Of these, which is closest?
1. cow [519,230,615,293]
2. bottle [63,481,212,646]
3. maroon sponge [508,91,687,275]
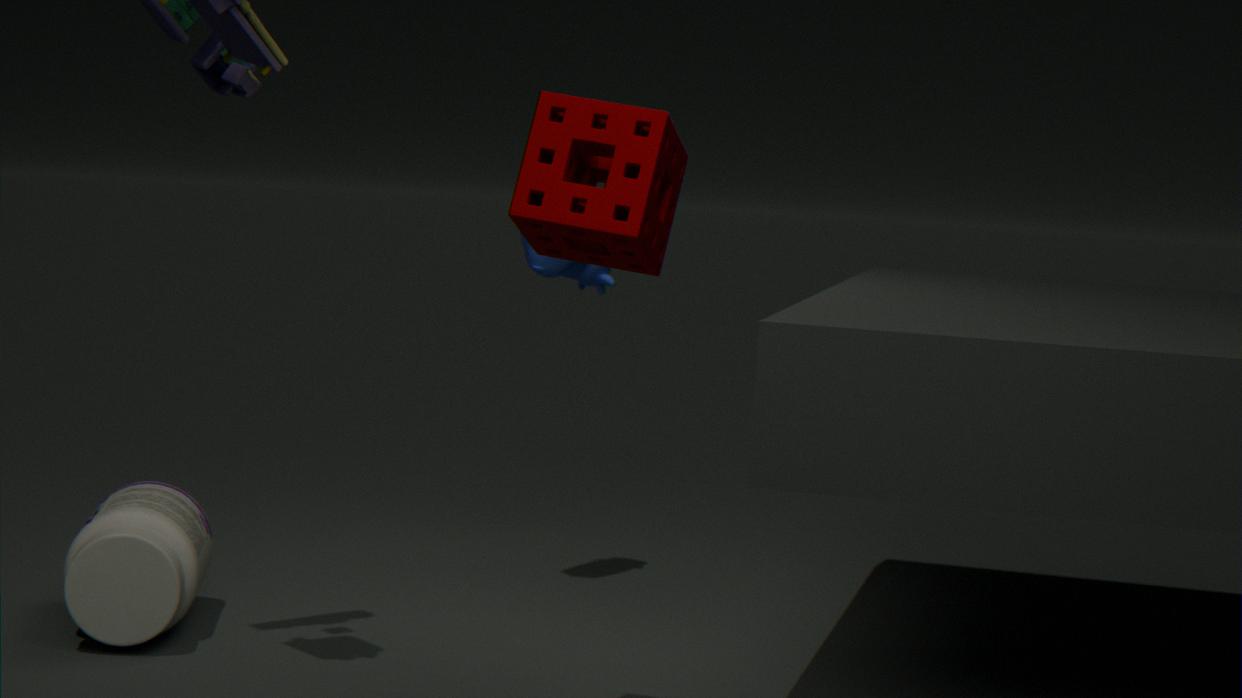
maroon sponge [508,91,687,275]
